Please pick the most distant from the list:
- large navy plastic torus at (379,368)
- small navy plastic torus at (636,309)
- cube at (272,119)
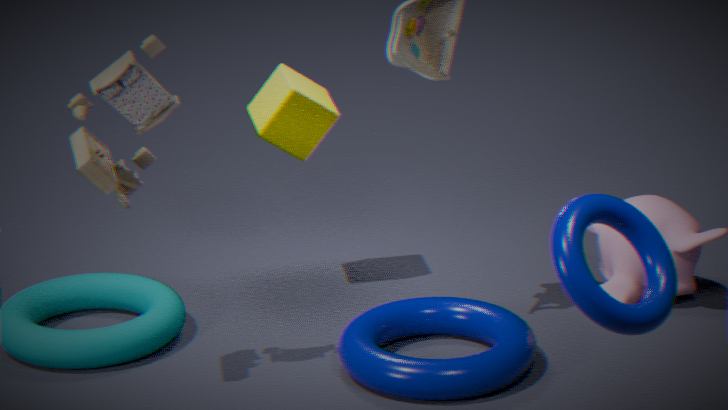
cube at (272,119)
